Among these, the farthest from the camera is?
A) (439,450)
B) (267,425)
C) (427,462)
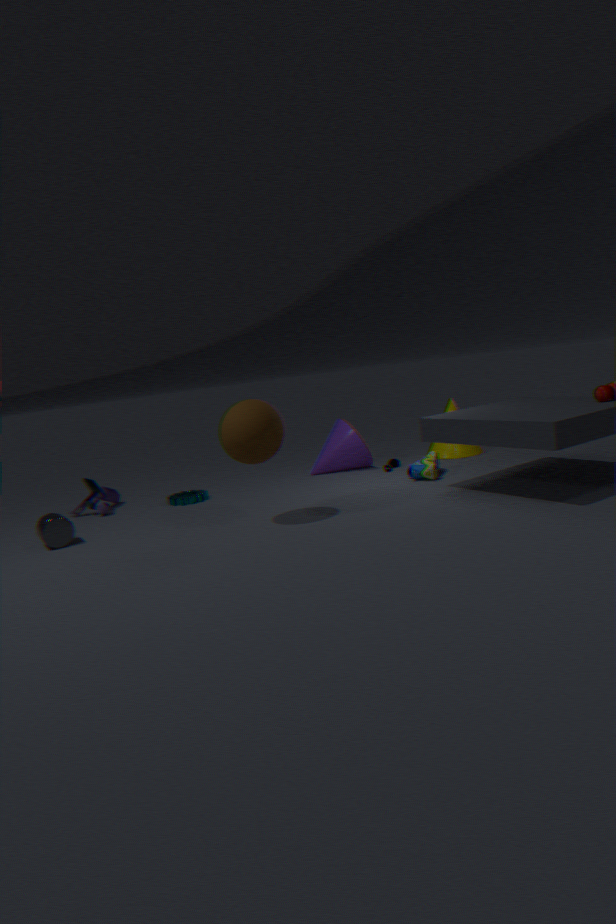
(439,450)
